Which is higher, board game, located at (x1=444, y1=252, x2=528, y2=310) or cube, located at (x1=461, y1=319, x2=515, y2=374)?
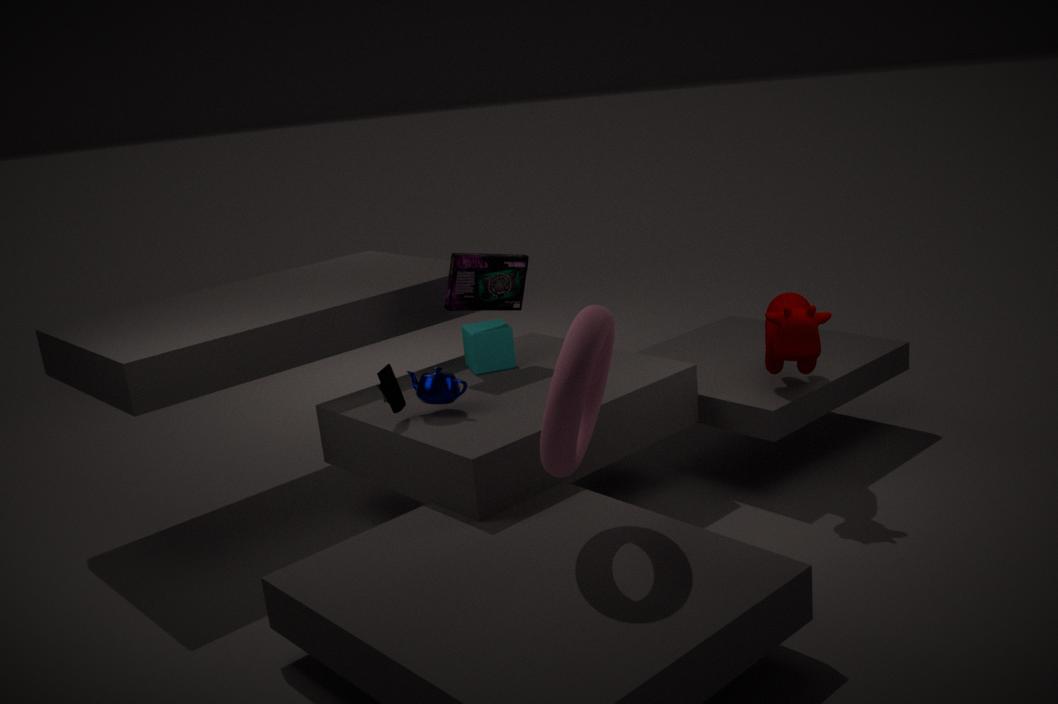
Answer: board game, located at (x1=444, y1=252, x2=528, y2=310)
